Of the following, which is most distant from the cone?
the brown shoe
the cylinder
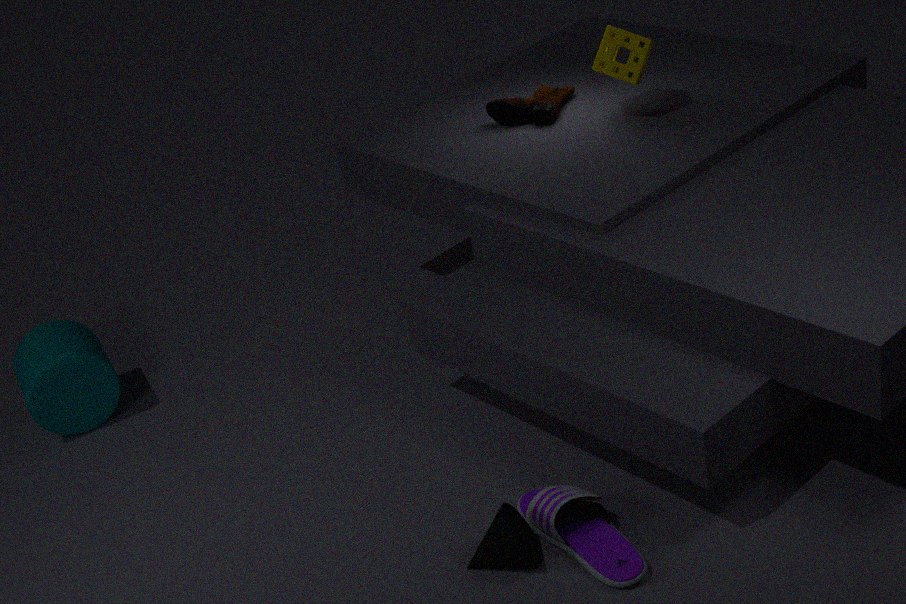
the cylinder
